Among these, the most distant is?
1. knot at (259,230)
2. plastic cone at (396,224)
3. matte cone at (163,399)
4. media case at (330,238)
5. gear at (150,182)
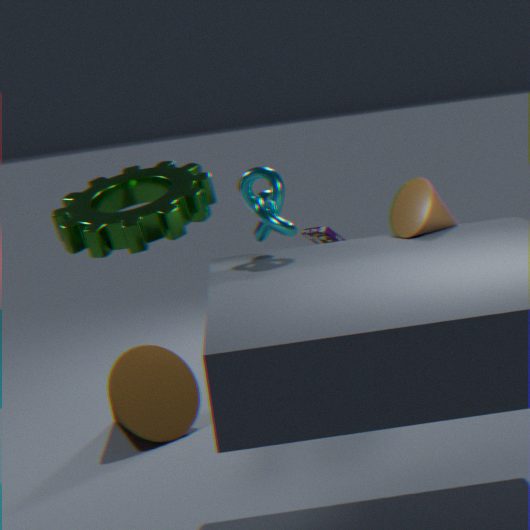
media case at (330,238)
